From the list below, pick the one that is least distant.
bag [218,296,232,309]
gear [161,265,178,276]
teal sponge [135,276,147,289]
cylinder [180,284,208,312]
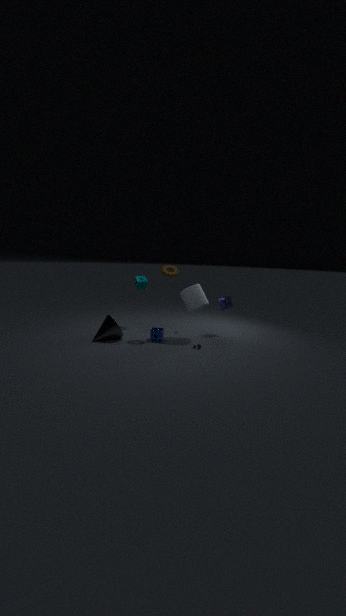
cylinder [180,284,208,312]
